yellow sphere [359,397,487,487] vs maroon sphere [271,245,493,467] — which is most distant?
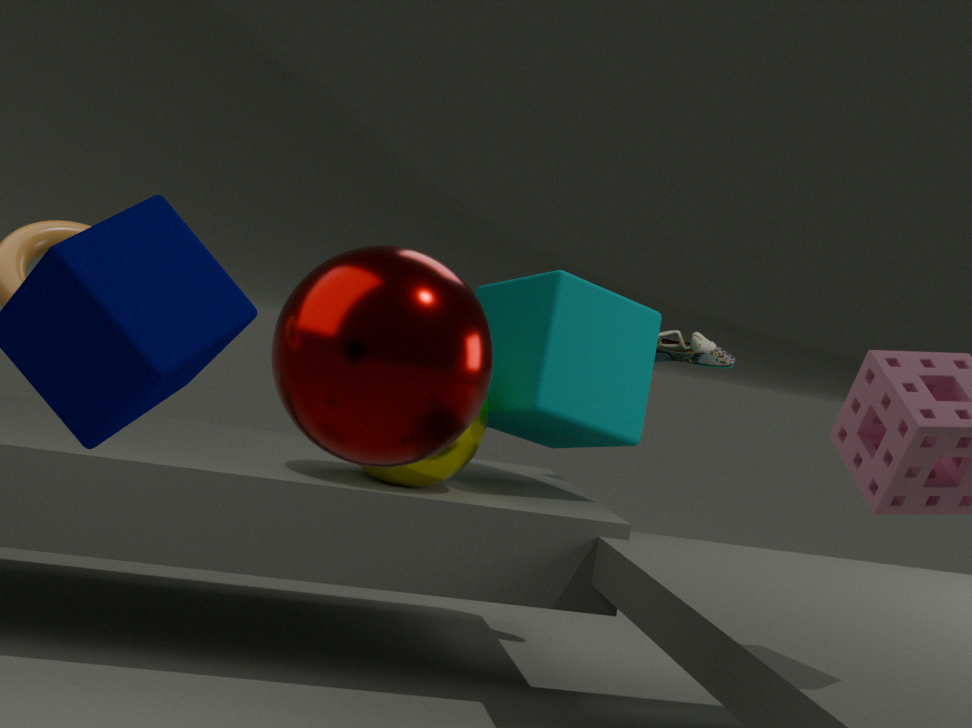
yellow sphere [359,397,487,487]
